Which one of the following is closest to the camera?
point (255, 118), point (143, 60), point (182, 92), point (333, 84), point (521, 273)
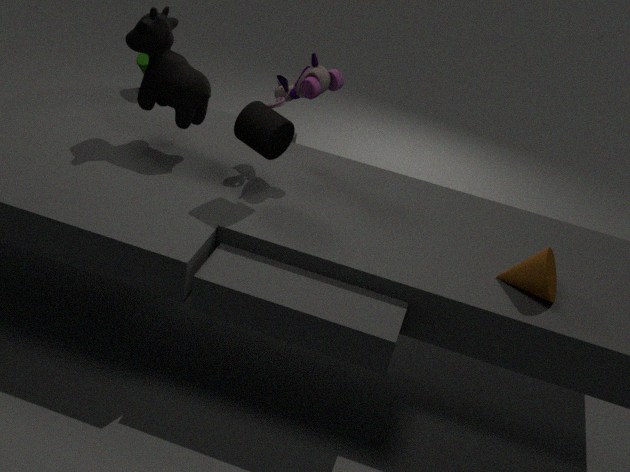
point (521, 273)
